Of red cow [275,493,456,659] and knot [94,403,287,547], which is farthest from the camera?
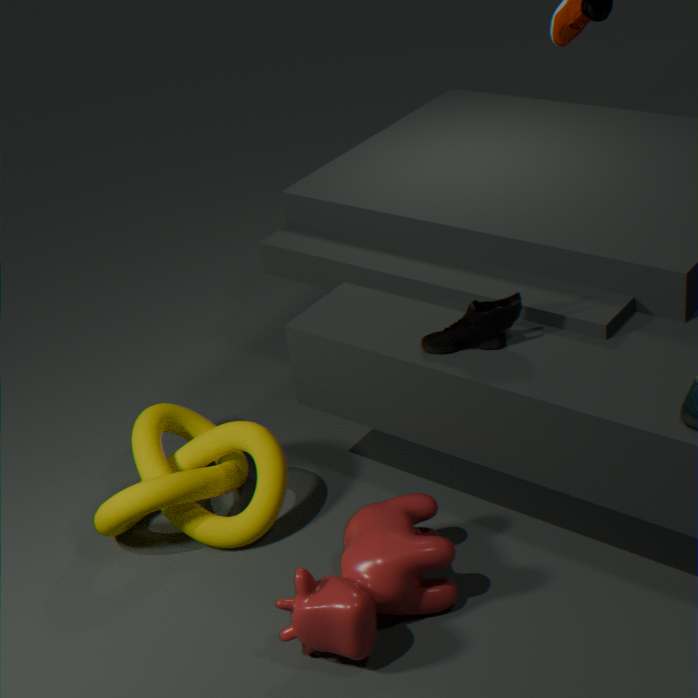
knot [94,403,287,547]
